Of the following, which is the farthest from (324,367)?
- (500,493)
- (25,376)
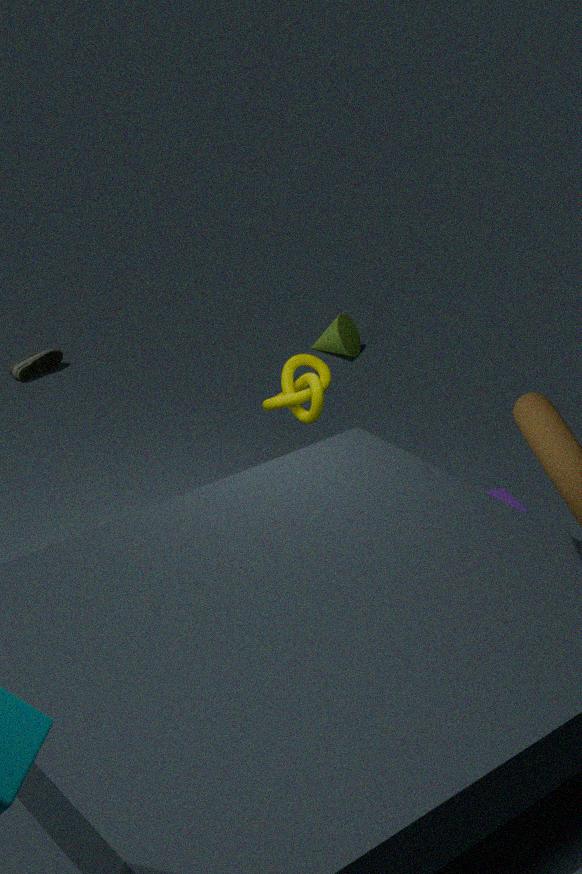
(25,376)
